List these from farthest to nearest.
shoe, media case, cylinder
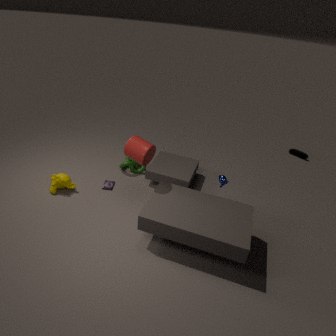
1. shoe
2. media case
3. cylinder
